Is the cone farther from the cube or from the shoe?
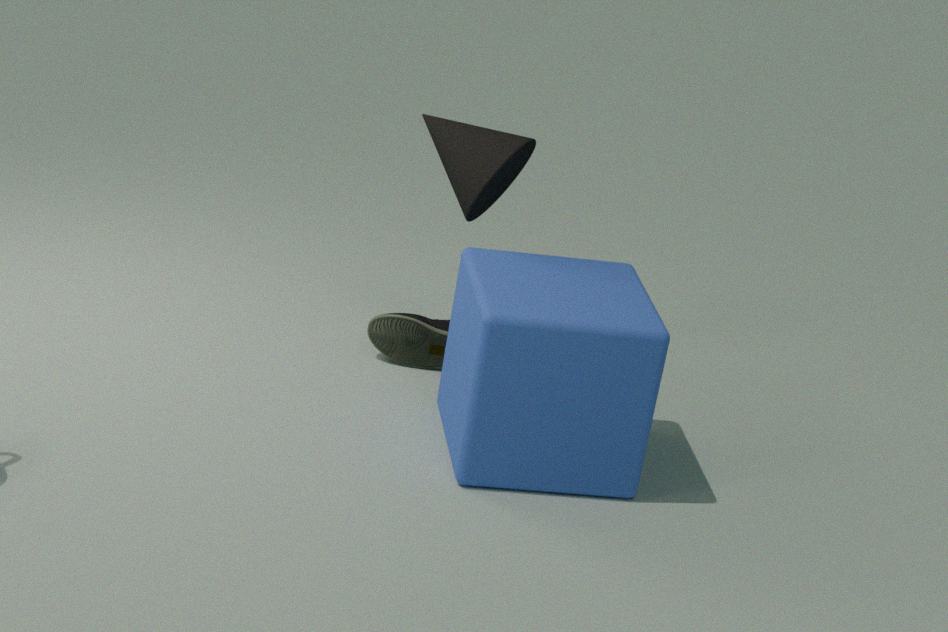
the shoe
